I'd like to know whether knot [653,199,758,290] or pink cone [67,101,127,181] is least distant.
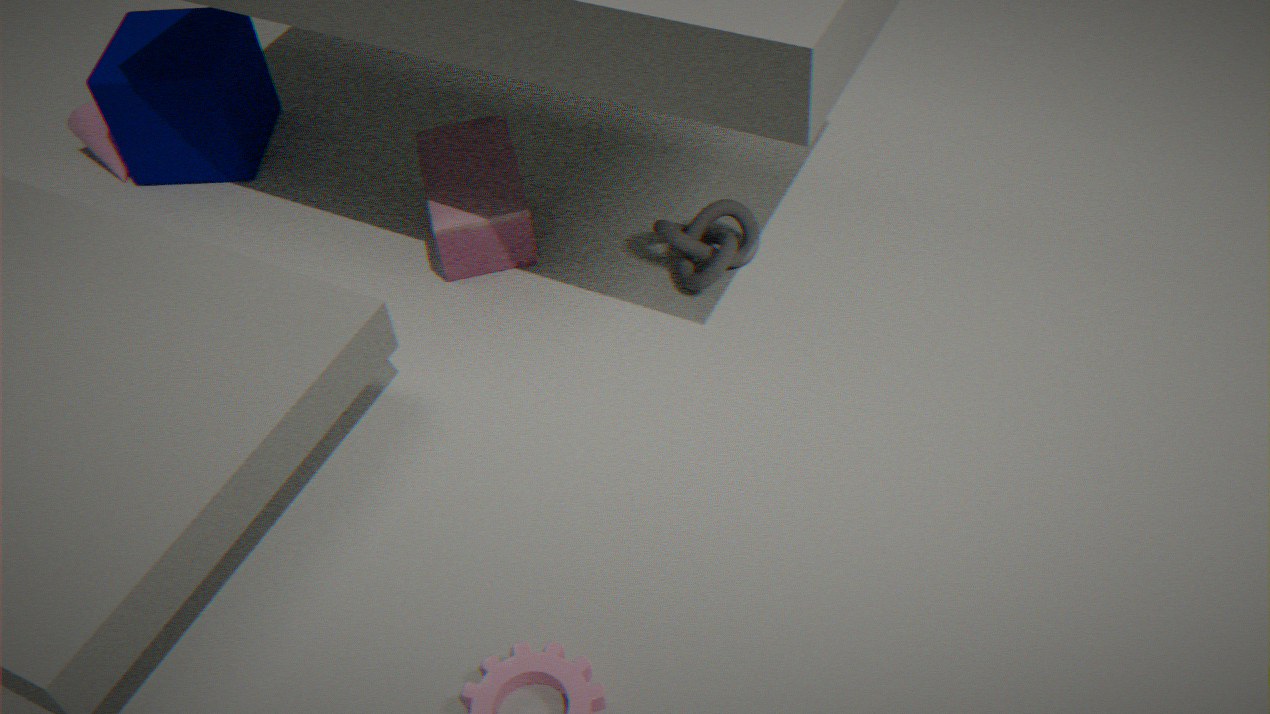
knot [653,199,758,290]
